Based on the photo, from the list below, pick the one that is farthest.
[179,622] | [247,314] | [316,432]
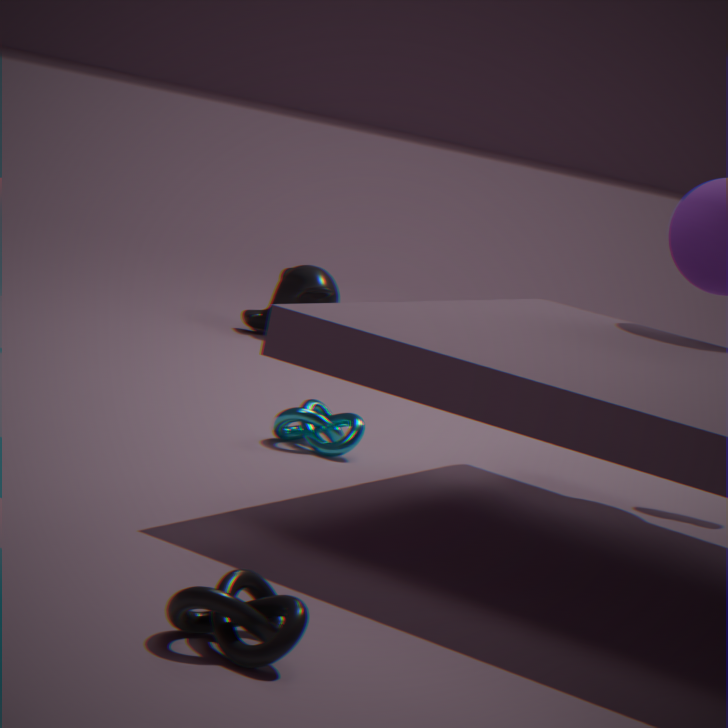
[247,314]
